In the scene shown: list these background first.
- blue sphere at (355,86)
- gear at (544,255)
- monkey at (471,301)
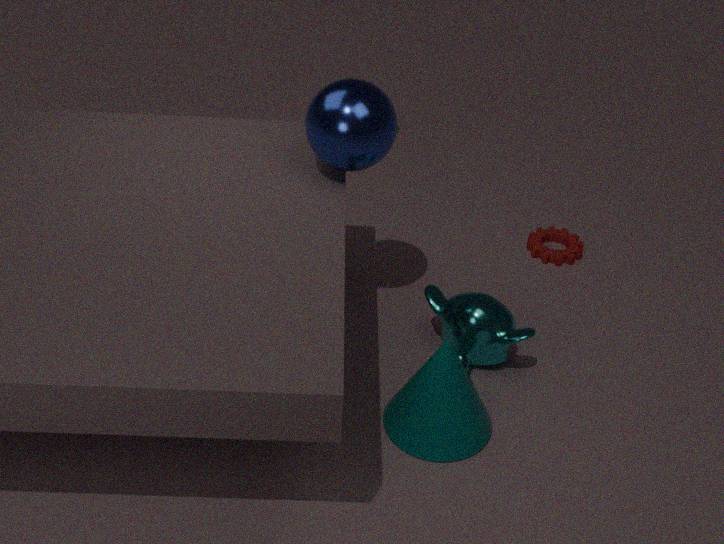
gear at (544,255) → monkey at (471,301) → blue sphere at (355,86)
